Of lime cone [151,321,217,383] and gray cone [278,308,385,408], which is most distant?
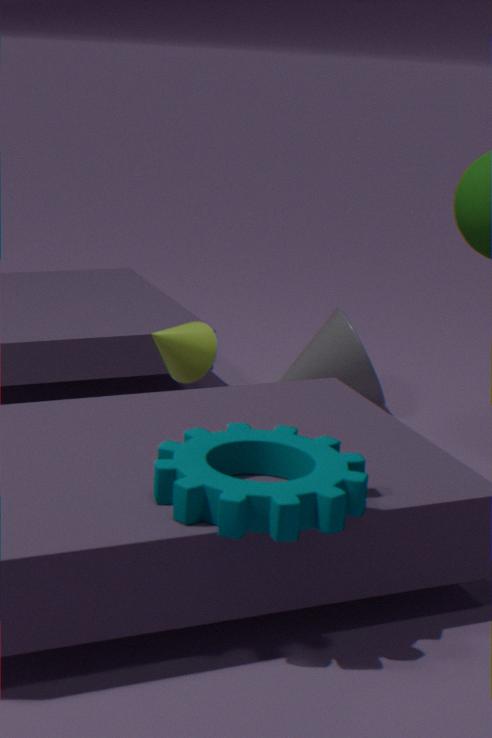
gray cone [278,308,385,408]
